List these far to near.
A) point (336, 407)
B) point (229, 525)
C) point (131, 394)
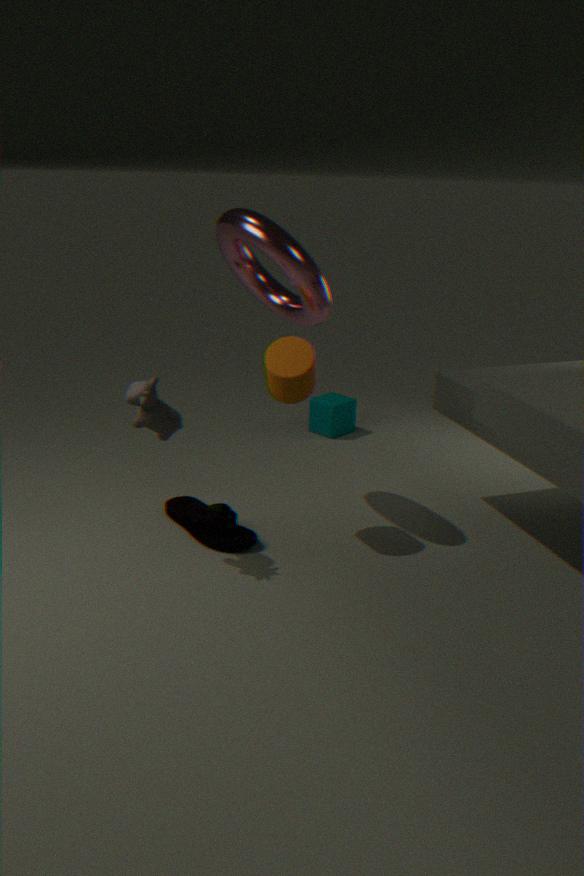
point (336, 407) → point (229, 525) → point (131, 394)
